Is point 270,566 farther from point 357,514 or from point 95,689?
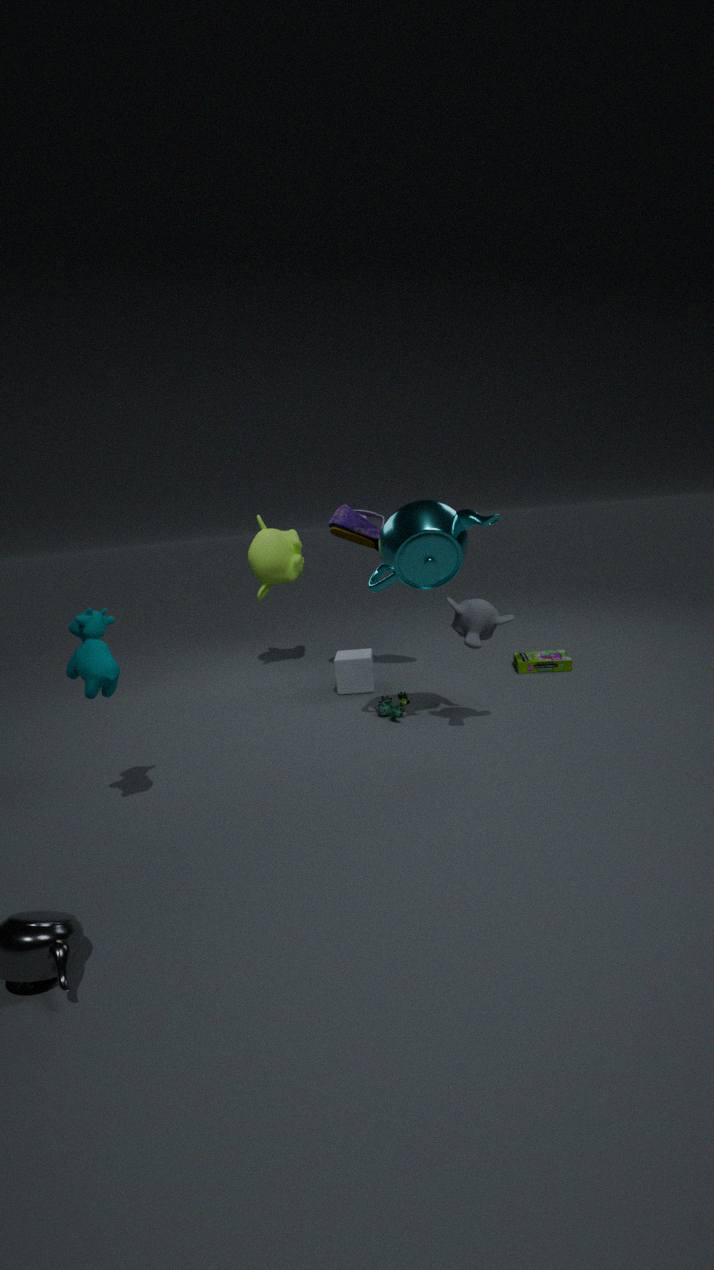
point 95,689
